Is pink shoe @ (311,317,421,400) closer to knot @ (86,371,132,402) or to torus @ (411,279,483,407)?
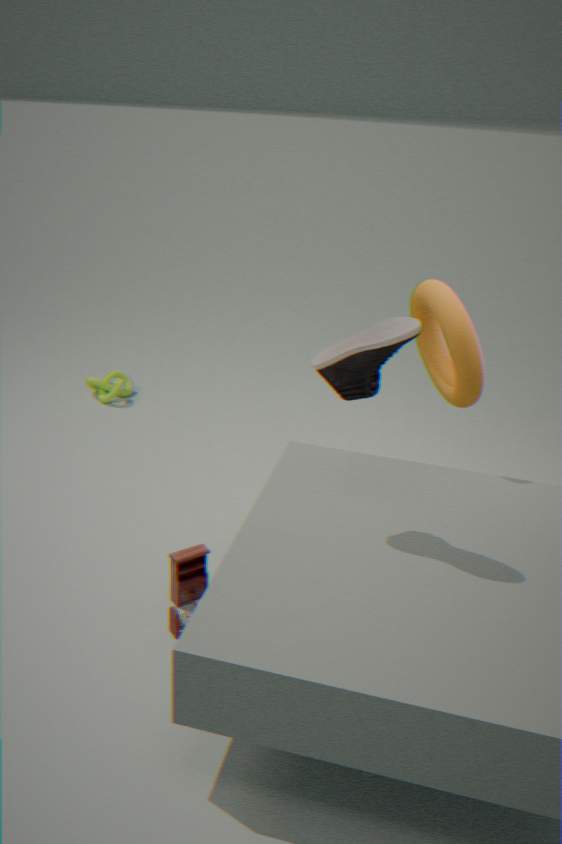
torus @ (411,279,483,407)
